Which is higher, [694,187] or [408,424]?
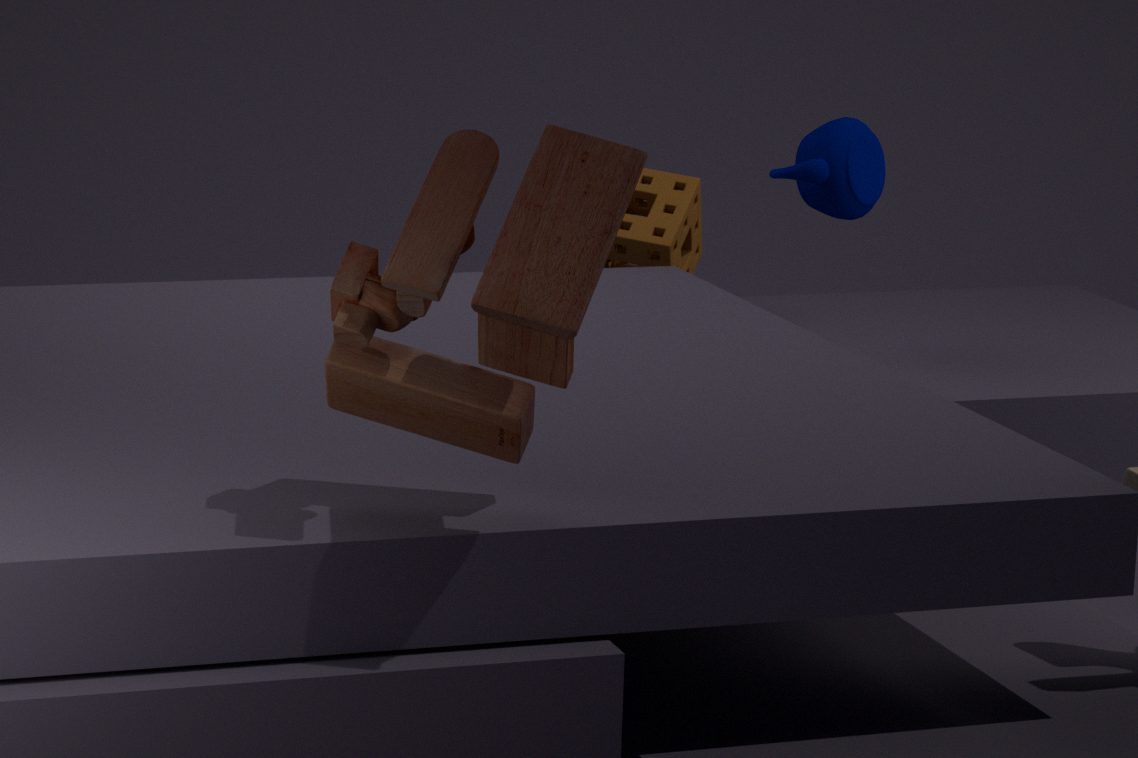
[408,424]
